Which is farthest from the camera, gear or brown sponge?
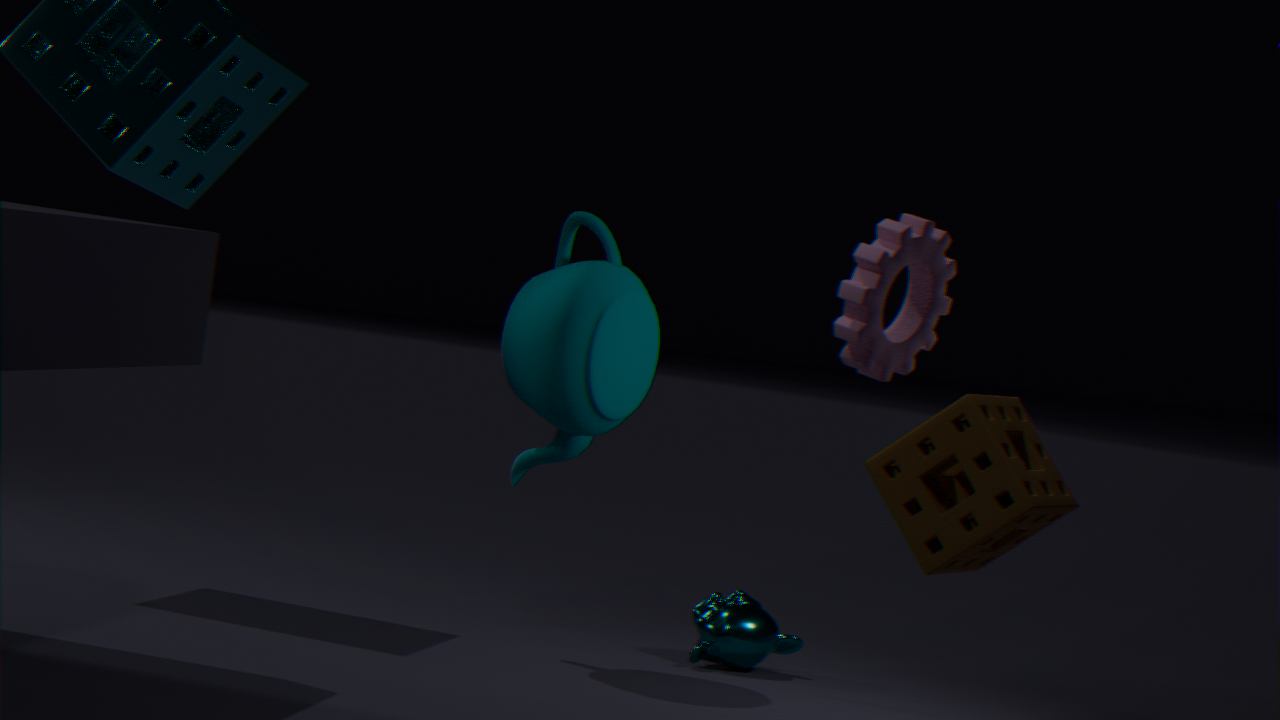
gear
